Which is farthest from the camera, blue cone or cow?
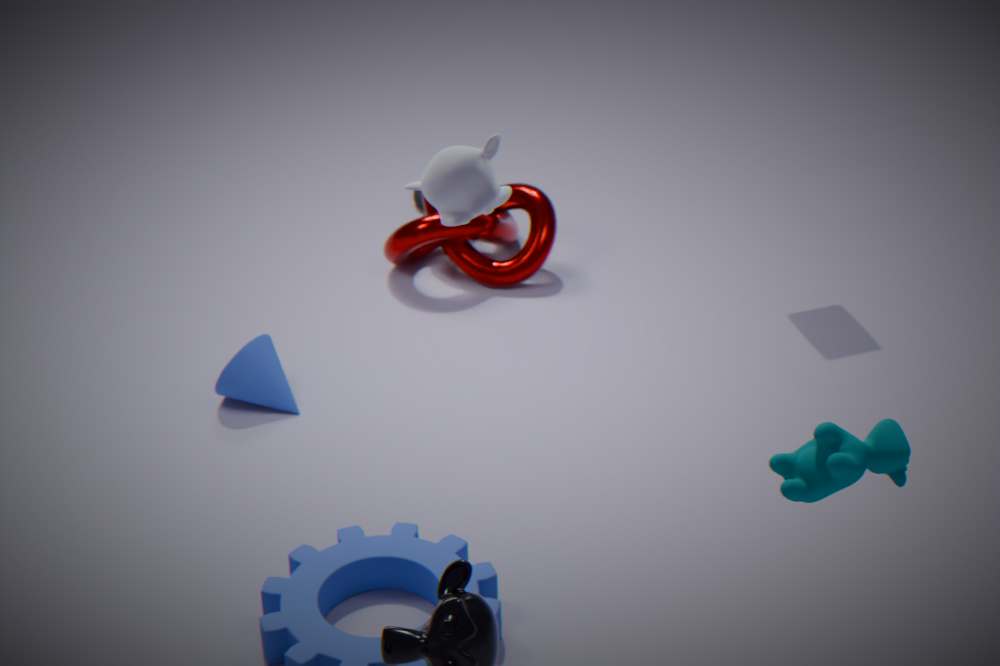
blue cone
